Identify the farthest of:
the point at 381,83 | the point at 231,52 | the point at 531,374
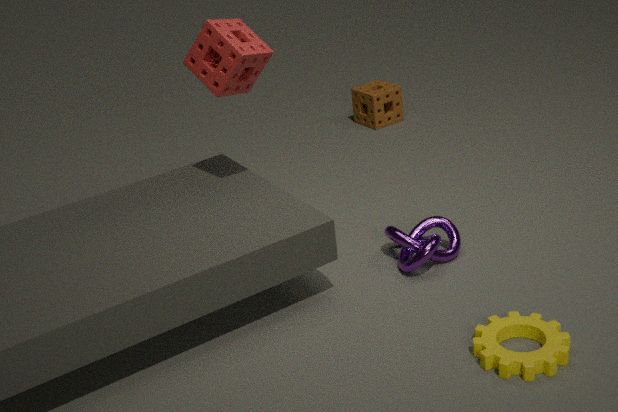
the point at 381,83
